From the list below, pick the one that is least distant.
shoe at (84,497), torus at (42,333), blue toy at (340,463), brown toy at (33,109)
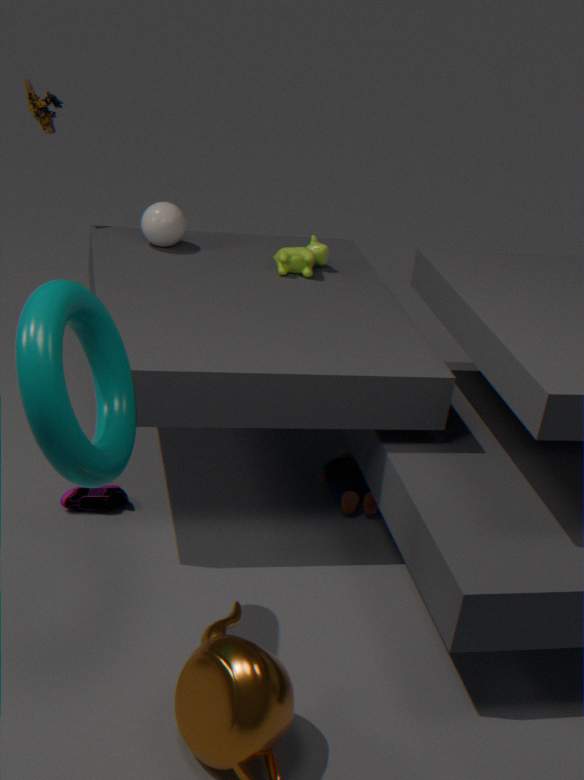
torus at (42,333)
